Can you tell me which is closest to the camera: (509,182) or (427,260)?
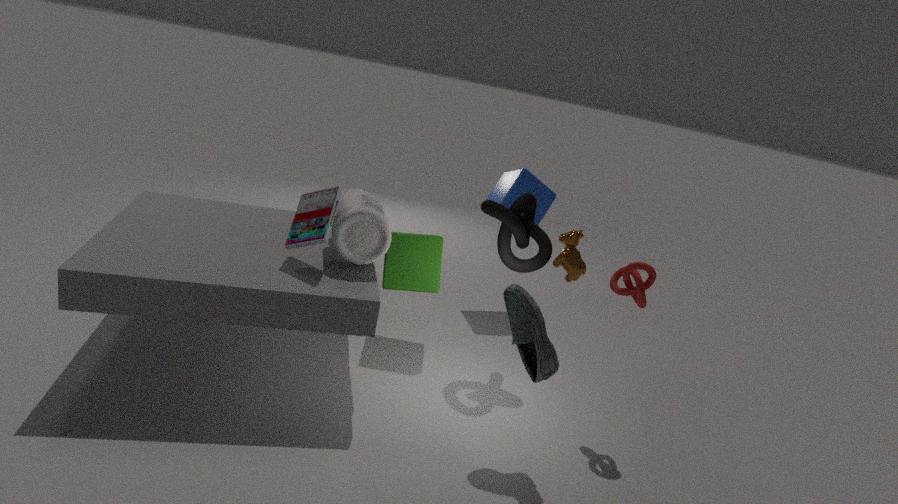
(427,260)
